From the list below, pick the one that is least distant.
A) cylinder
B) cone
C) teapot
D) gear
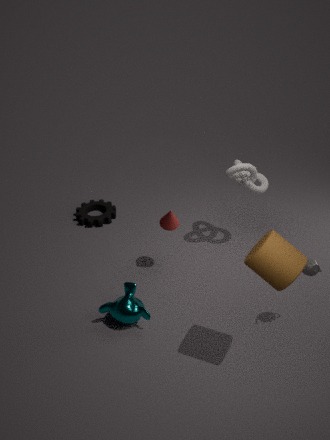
cylinder
